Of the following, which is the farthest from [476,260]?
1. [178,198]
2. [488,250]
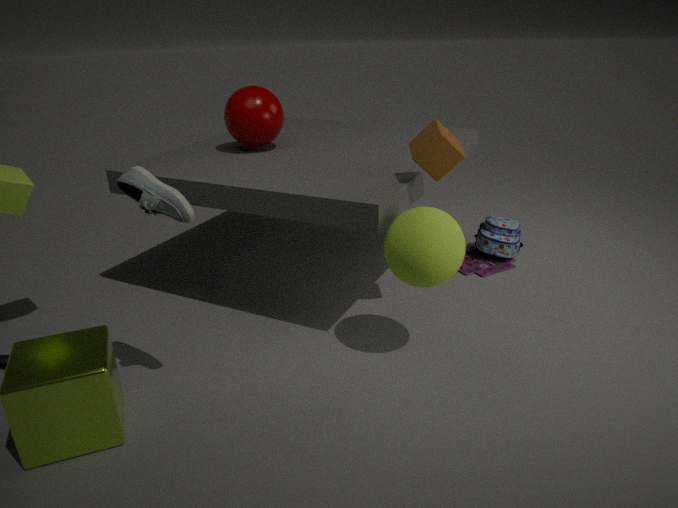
[178,198]
